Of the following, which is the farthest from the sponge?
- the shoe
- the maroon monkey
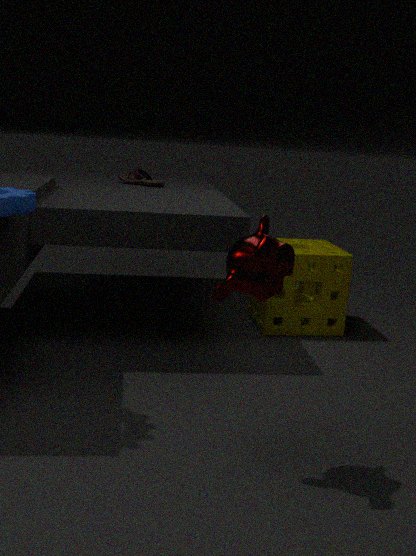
the maroon monkey
